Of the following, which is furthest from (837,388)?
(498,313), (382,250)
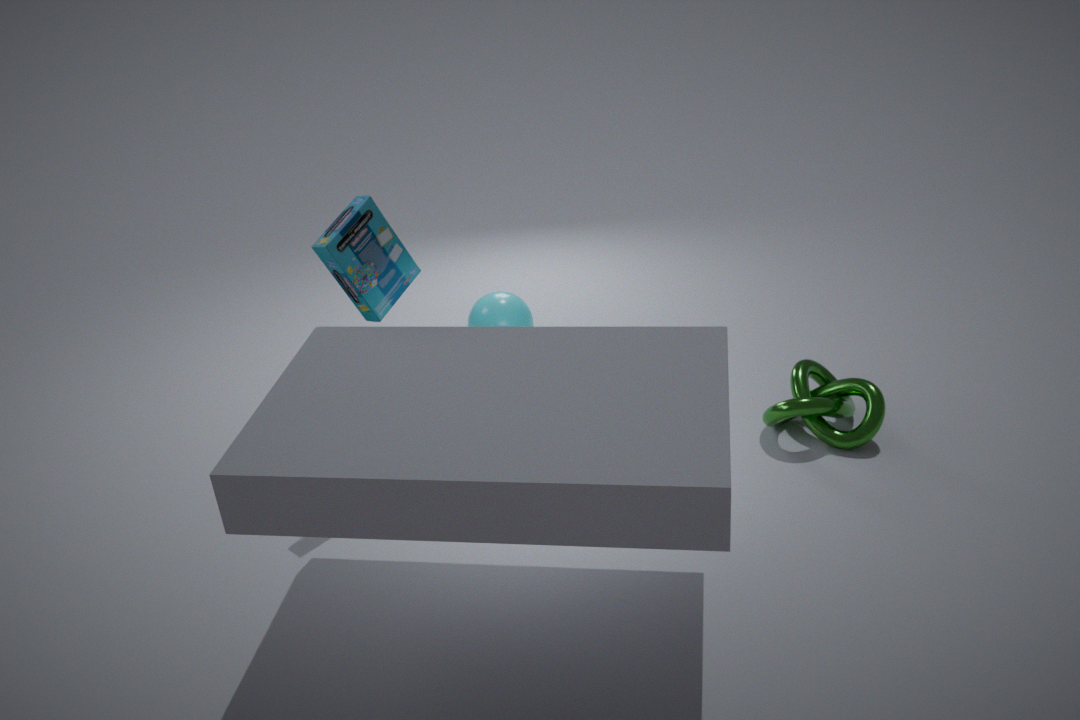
(382,250)
